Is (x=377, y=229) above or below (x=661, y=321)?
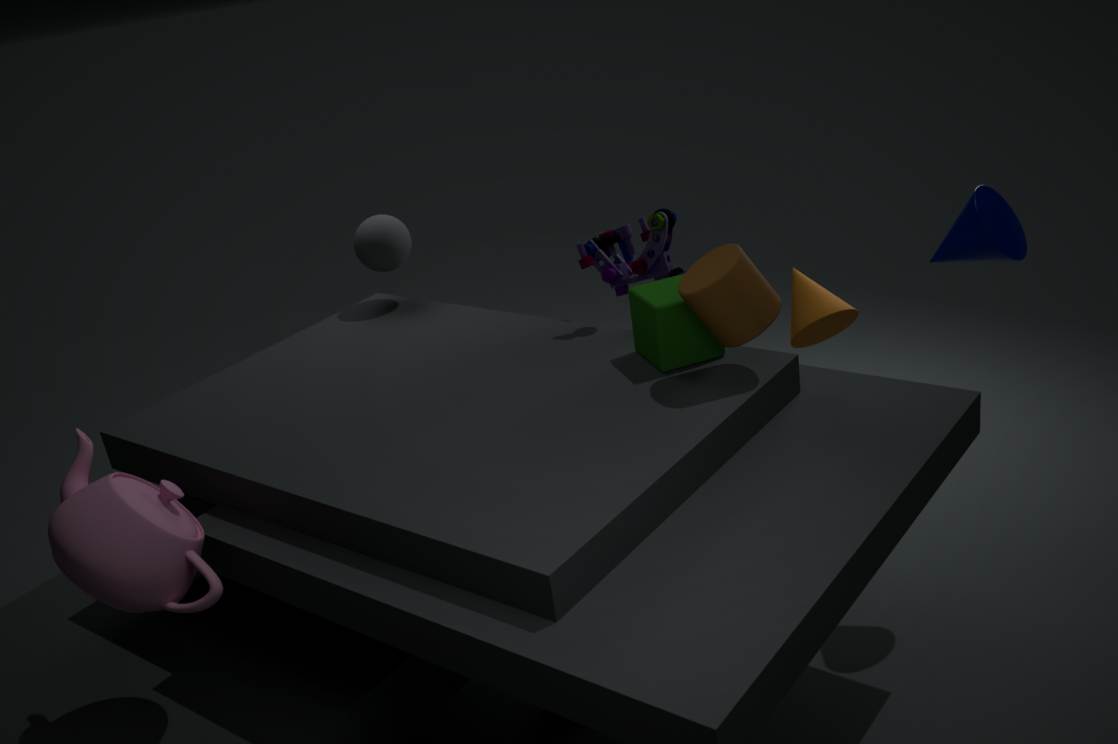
above
